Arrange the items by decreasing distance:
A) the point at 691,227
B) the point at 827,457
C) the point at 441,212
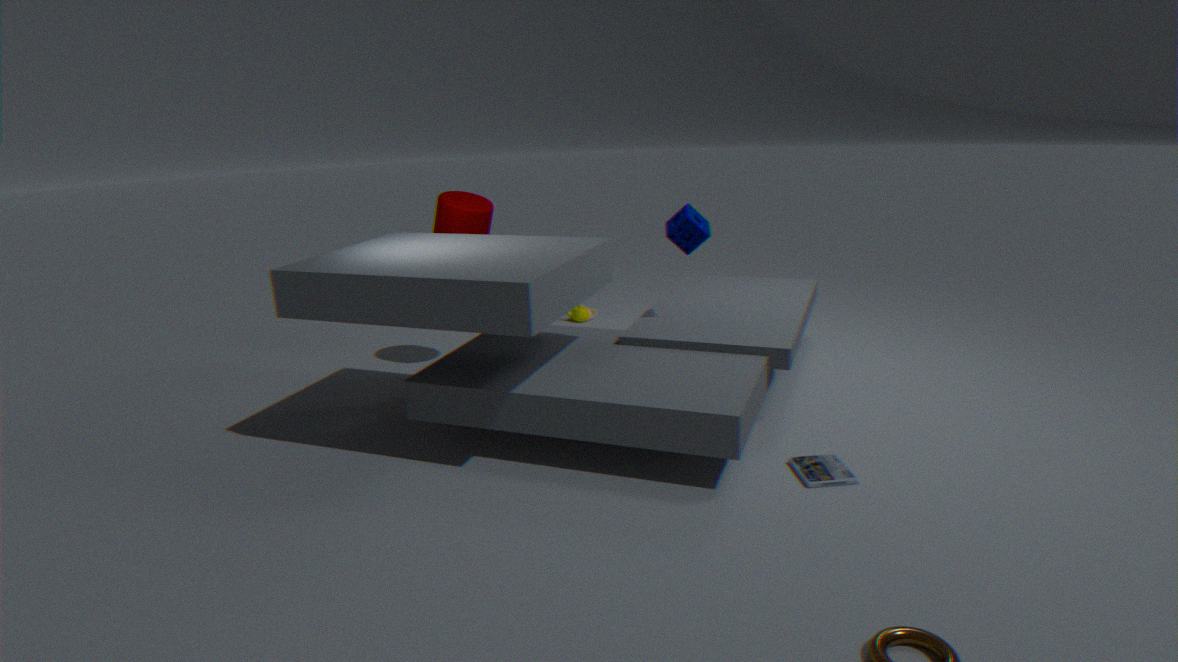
1. the point at 441,212
2. the point at 691,227
3. the point at 827,457
